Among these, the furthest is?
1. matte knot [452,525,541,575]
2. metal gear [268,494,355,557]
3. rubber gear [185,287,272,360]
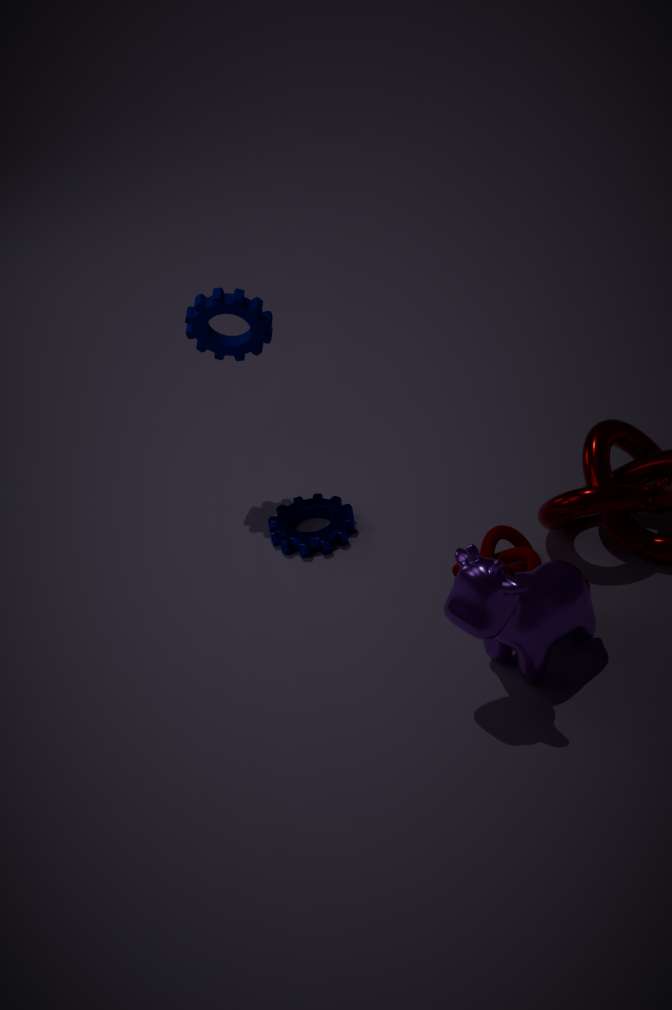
metal gear [268,494,355,557]
